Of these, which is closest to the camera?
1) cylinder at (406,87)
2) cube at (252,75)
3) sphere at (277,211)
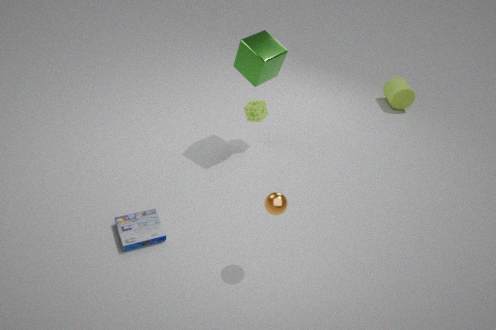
3. sphere at (277,211)
